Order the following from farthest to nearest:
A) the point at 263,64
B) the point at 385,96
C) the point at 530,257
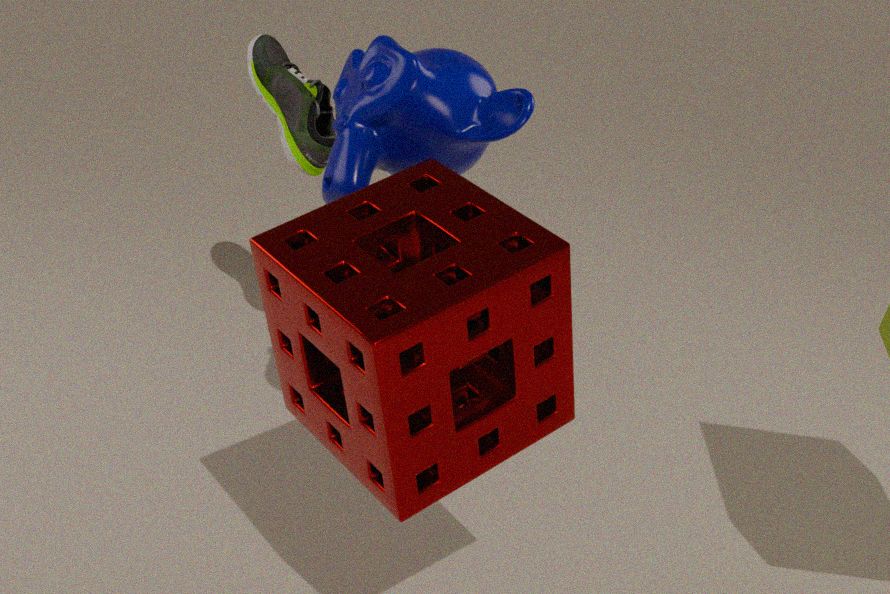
1. the point at 263,64
2. the point at 385,96
3. the point at 530,257
